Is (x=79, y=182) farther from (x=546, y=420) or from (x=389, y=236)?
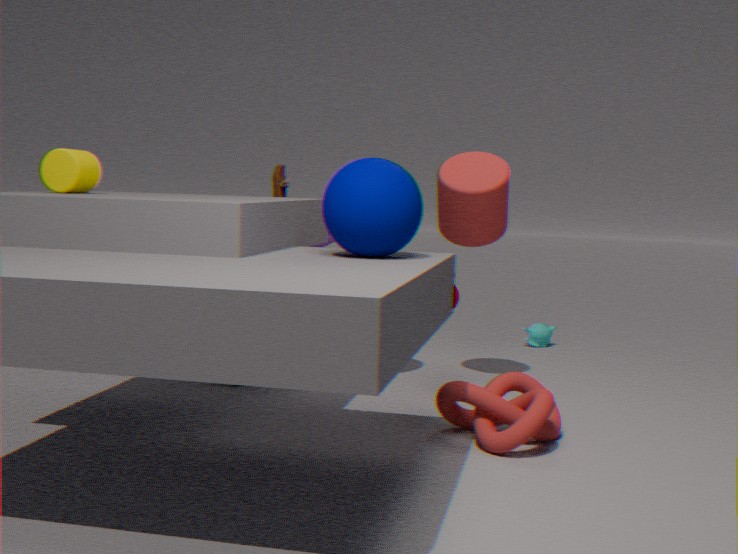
(x=546, y=420)
